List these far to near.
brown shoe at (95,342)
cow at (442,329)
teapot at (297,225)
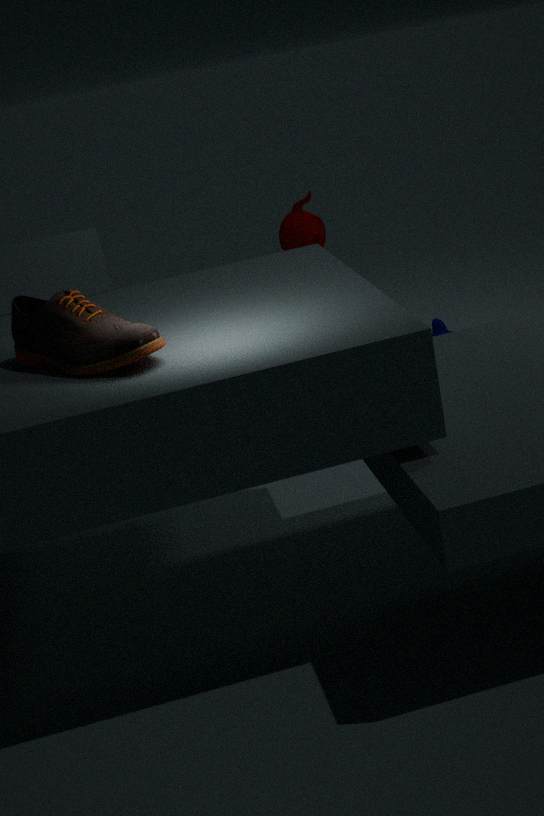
cow at (442,329) → teapot at (297,225) → brown shoe at (95,342)
